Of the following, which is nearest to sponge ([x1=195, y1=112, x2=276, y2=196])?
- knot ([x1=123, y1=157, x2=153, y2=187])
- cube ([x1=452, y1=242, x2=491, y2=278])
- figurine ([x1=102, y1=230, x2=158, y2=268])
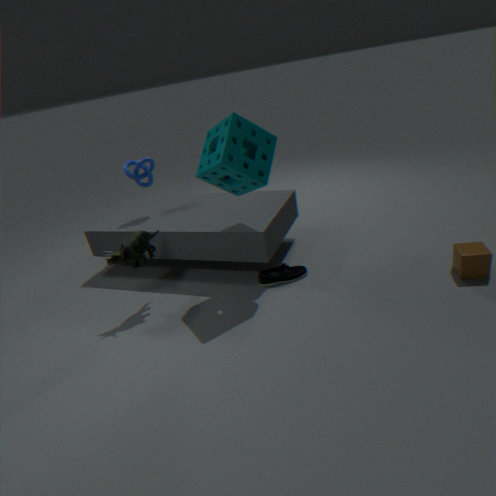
figurine ([x1=102, y1=230, x2=158, y2=268])
